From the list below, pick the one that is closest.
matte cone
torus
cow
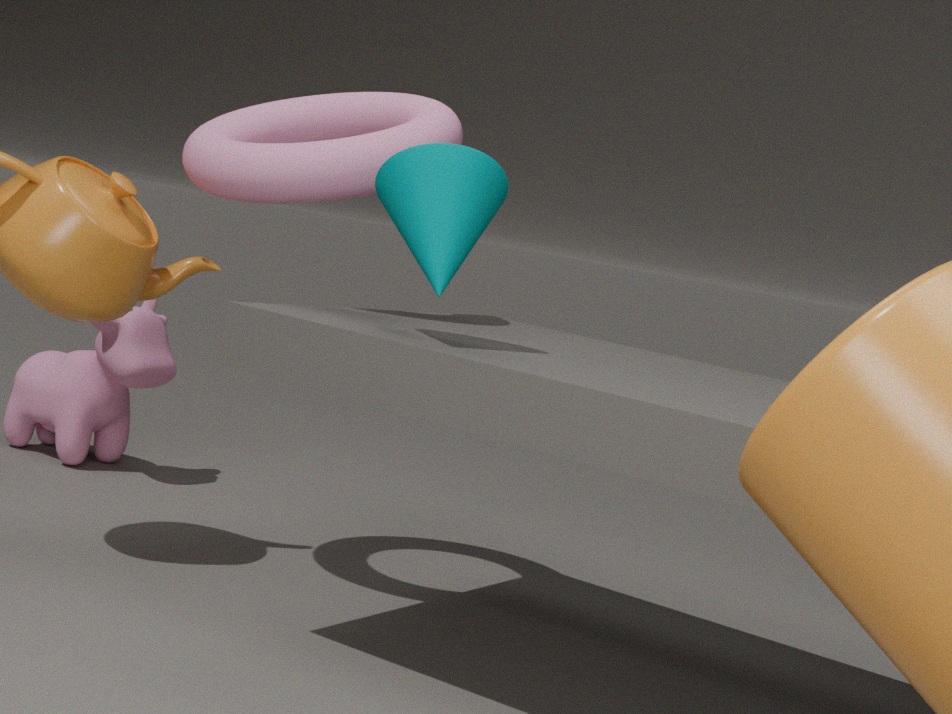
matte cone
